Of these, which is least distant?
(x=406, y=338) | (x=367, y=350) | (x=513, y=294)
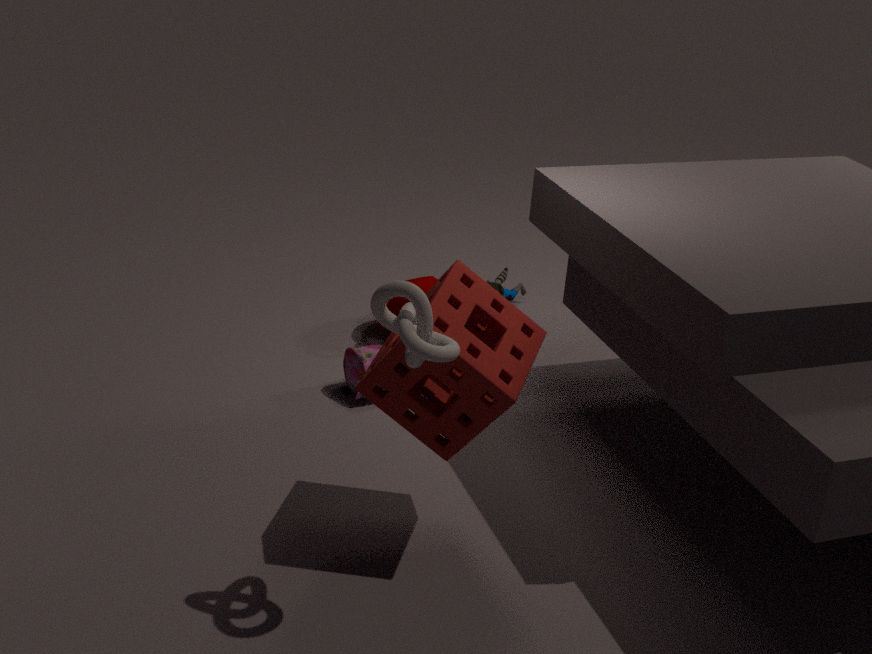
(x=406, y=338)
